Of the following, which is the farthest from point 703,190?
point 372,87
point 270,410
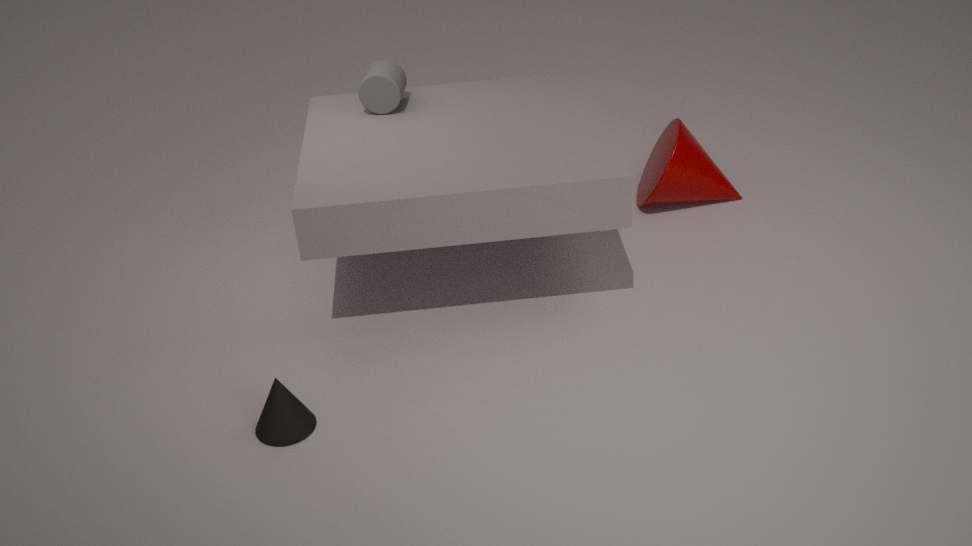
point 270,410
